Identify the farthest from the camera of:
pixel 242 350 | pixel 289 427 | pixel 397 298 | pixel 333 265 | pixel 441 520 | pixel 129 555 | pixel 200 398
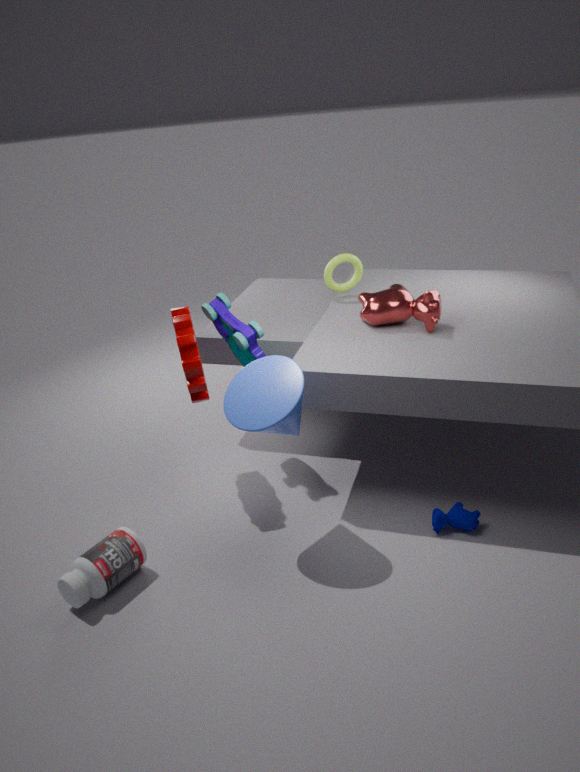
pixel 333 265
